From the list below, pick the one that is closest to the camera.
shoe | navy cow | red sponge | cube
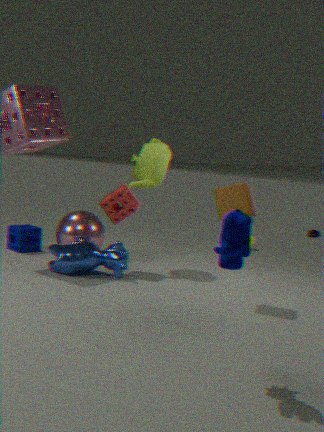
navy cow
